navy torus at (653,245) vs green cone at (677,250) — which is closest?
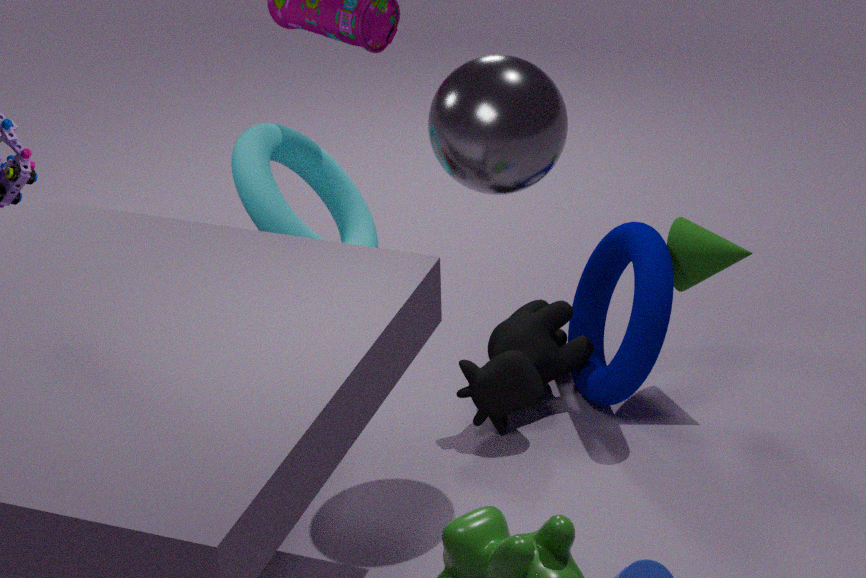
navy torus at (653,245)
